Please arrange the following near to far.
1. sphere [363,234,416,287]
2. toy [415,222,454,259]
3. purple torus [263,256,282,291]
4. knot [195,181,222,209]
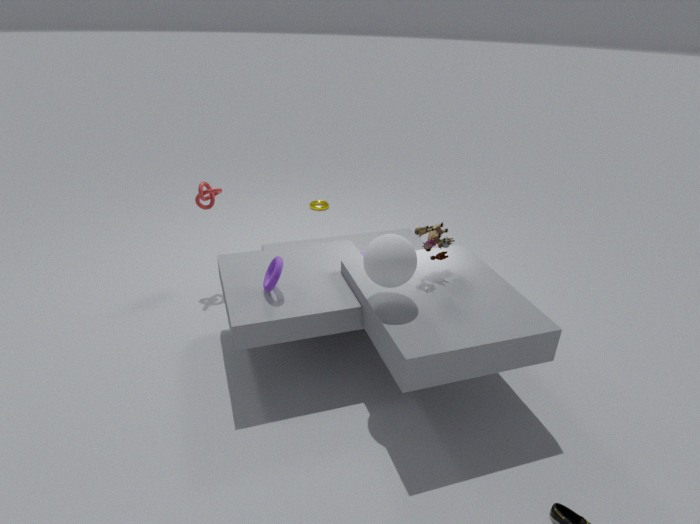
sphere [363,234,416,287] < purple torus [263,256,282,291] < toy [415,222,454,259] < knot [195,181,222,209]
